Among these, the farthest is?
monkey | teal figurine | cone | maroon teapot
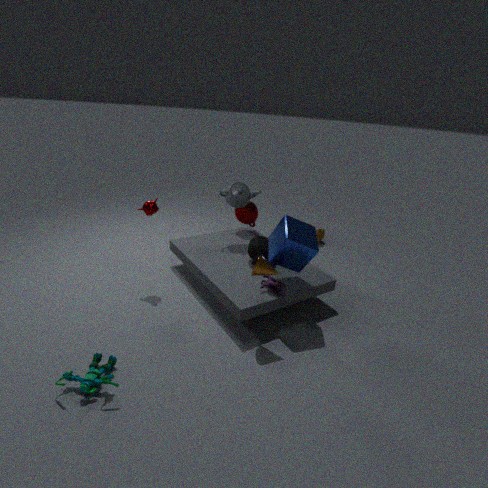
maroon teapot
